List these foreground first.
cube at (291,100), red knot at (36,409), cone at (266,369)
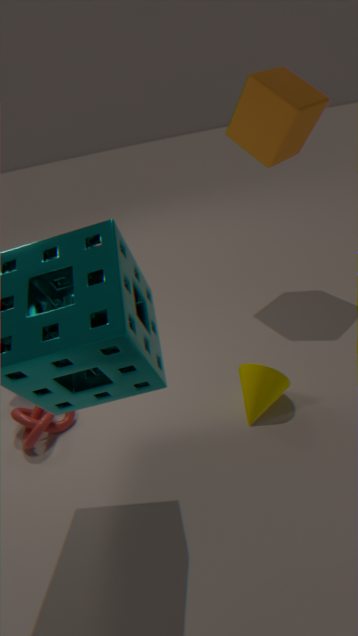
cone at (266,369) < red knot at (36,409) < cube at (291,100)
